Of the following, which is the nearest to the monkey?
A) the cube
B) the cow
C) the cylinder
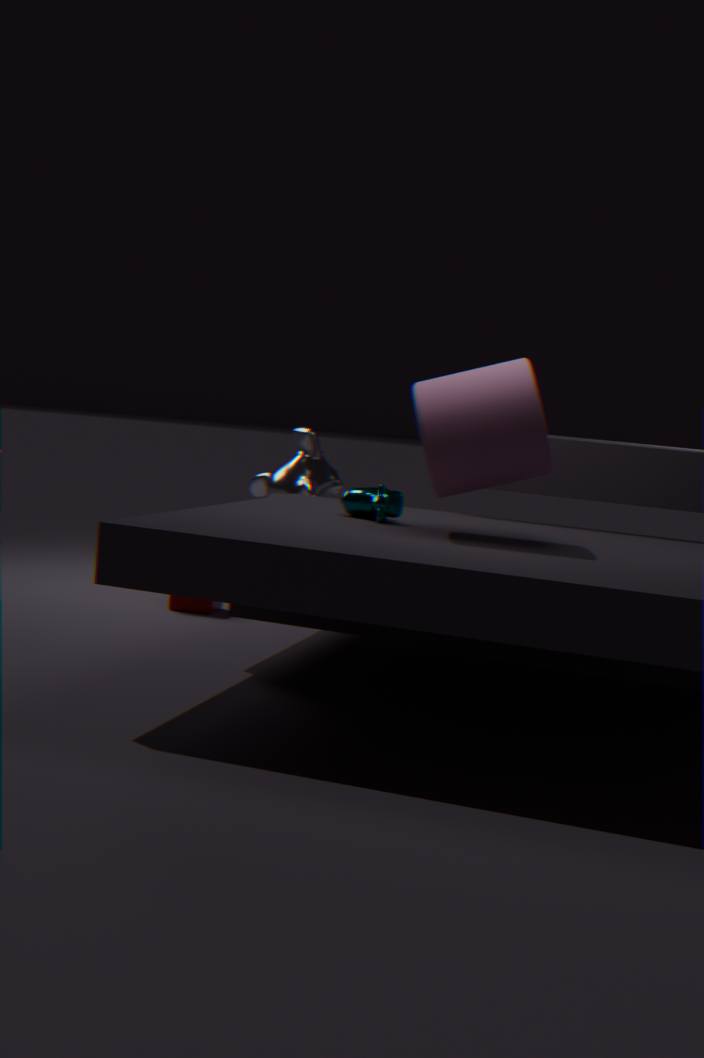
the cube
